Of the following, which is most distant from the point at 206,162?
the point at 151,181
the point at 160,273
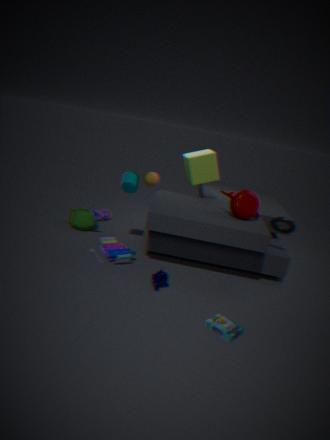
the point at 160,273
